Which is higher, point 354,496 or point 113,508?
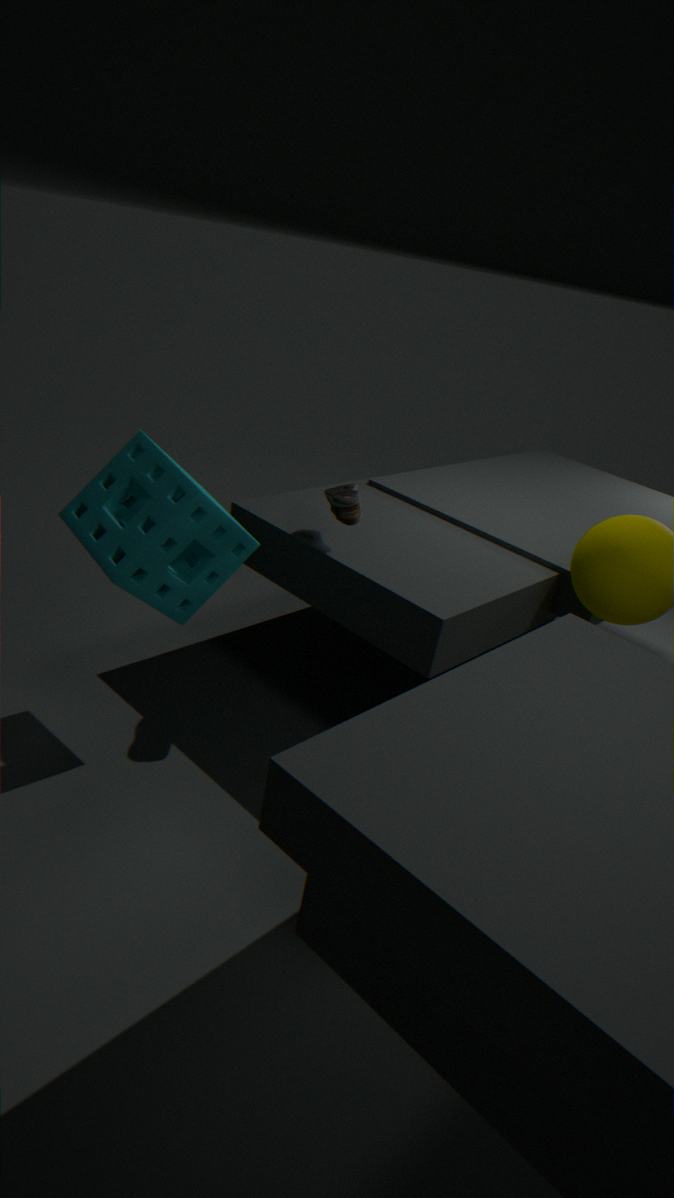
point 354,496
